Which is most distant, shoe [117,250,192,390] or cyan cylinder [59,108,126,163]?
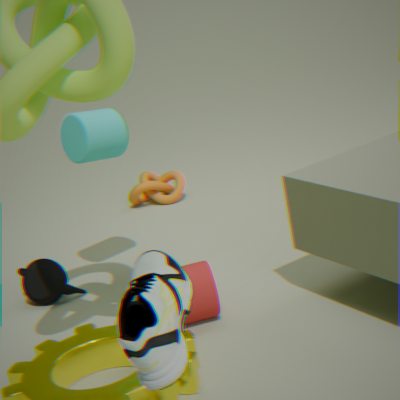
cyan cylinder [59,108,126,163]
